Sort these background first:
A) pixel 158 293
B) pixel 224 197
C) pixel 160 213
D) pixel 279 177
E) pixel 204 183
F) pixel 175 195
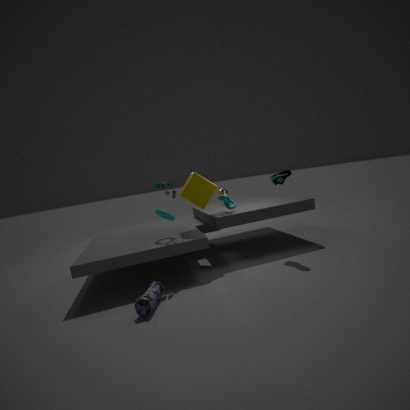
pixel 224 197, pixel 204 183, pixel 279 177, pixel 175 195, pixel 160 213, pixel 158 293
